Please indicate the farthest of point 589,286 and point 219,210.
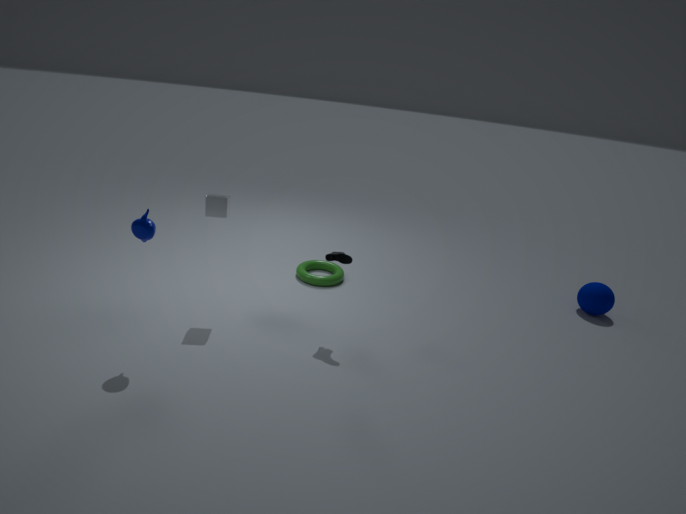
point 589,286
